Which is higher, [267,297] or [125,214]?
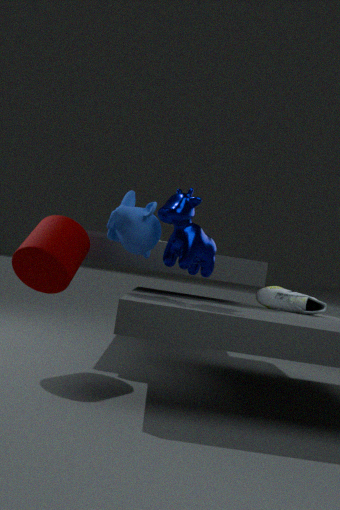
[125,214]
